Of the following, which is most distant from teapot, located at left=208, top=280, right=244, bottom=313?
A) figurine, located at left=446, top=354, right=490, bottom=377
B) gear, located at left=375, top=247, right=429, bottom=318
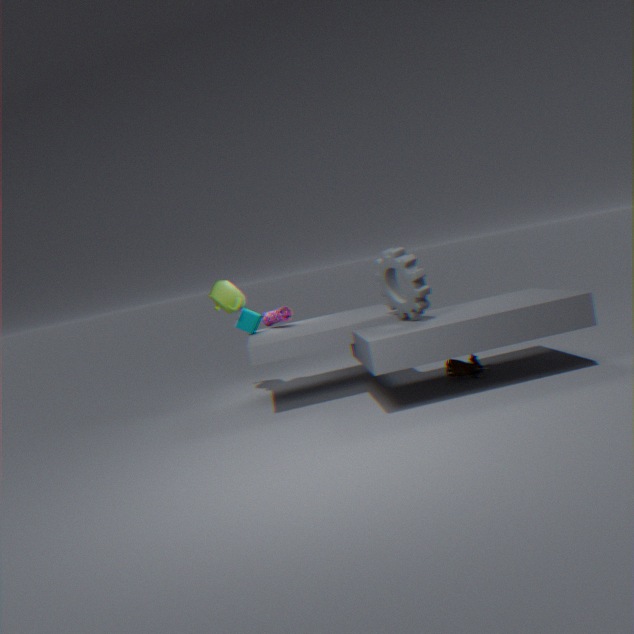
figurine, located at left=446, top=354, right=490, bottom=377
